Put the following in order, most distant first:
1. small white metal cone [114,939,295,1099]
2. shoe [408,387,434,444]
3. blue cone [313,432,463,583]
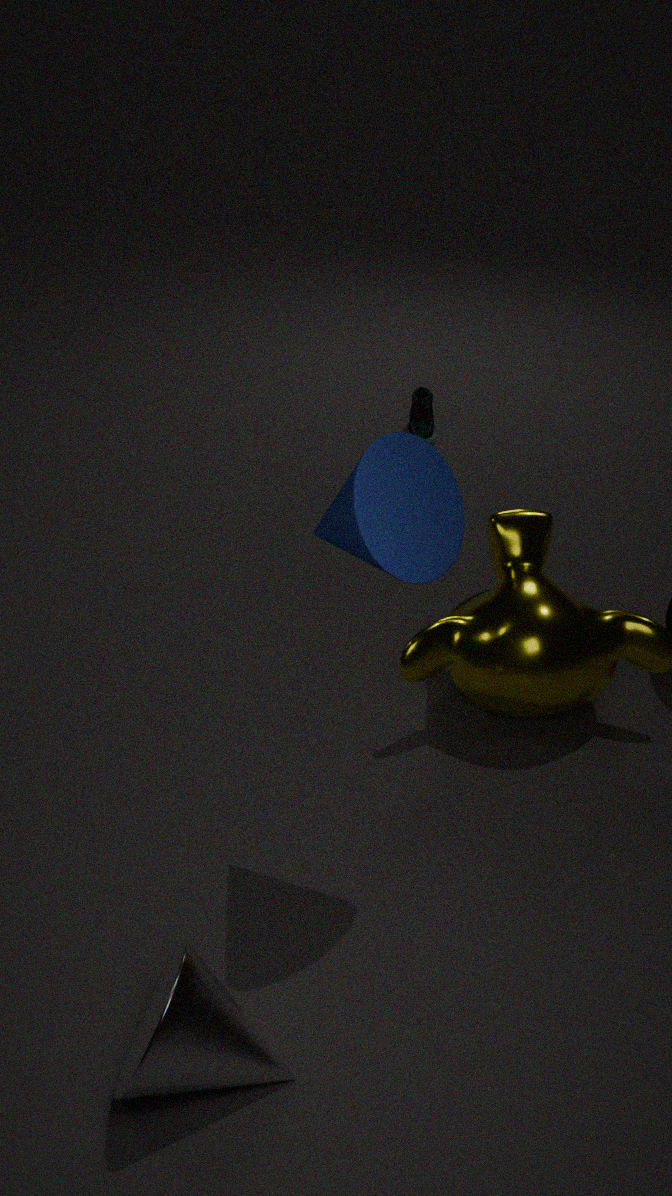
shoe [408,387,434,444], blue cone [313,432,463,583], small white metal cone [114,939,295,1099]
